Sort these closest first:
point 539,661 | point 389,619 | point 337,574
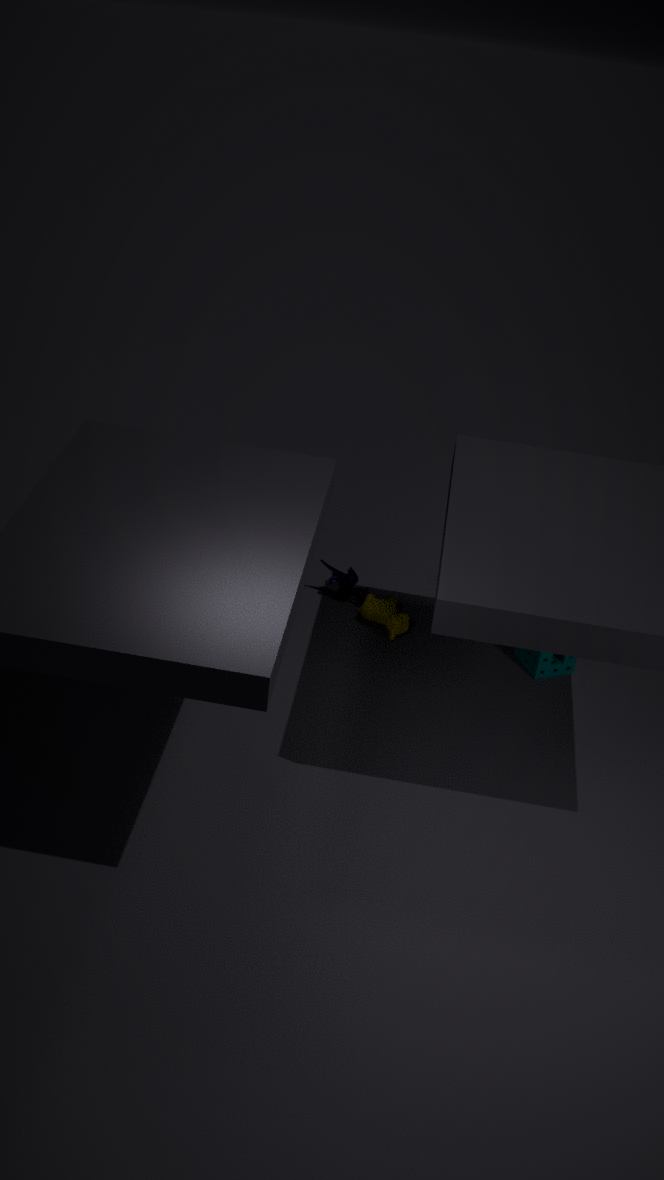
1. point 539,661
2. point 389,619
3. point 337,574
